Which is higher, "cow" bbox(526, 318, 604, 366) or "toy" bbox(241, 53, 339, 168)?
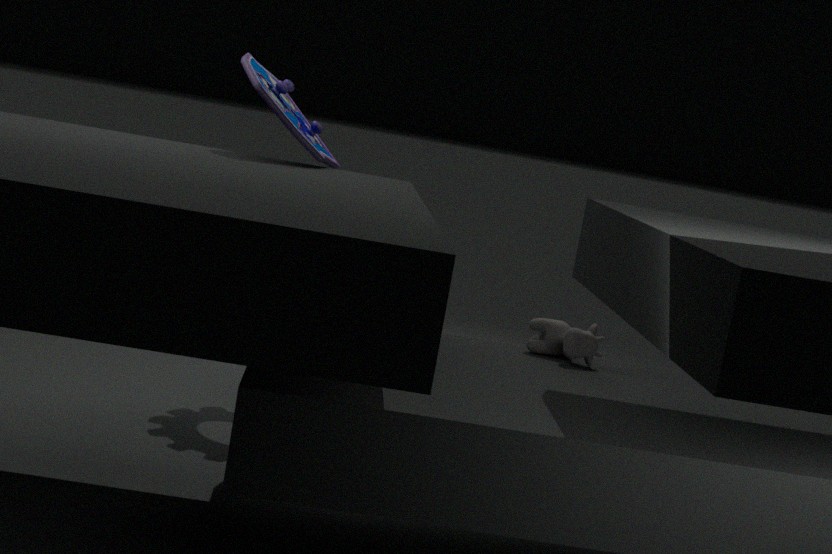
"toy" bbox(241, 53, 339, 168)
